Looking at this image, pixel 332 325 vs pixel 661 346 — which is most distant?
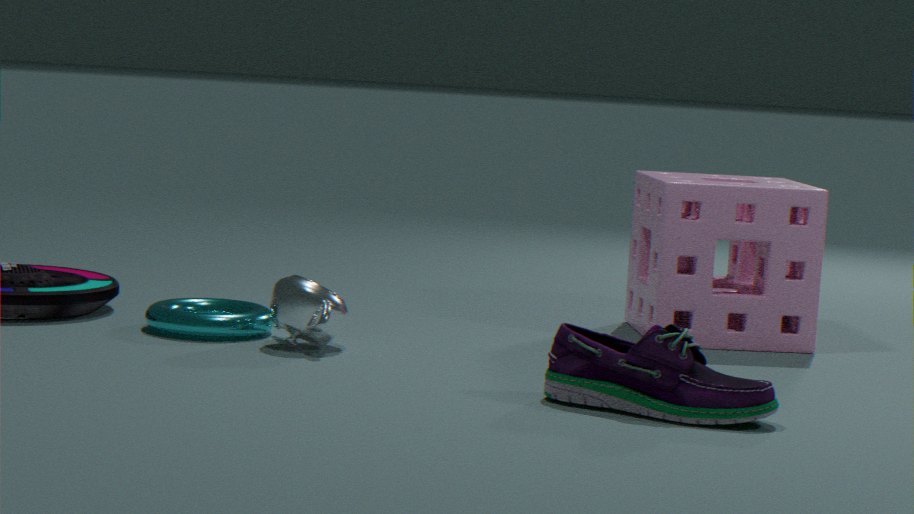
pixel 332 325
